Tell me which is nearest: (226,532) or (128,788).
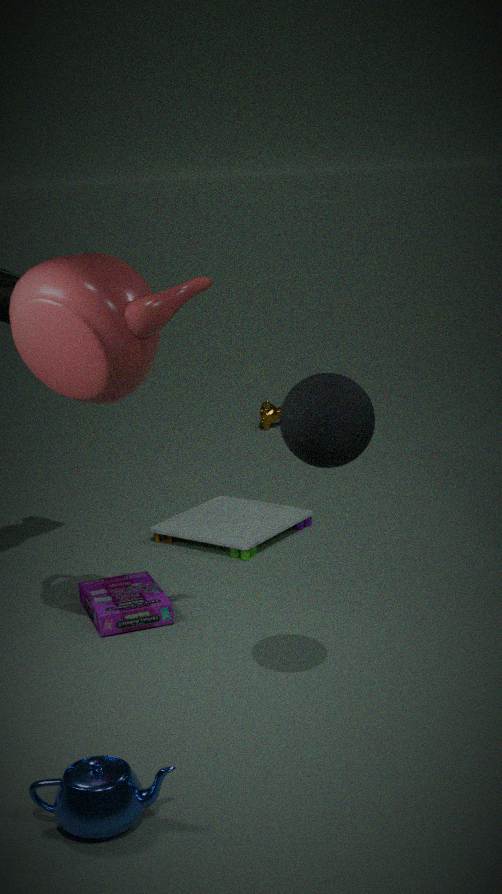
(128,788)
